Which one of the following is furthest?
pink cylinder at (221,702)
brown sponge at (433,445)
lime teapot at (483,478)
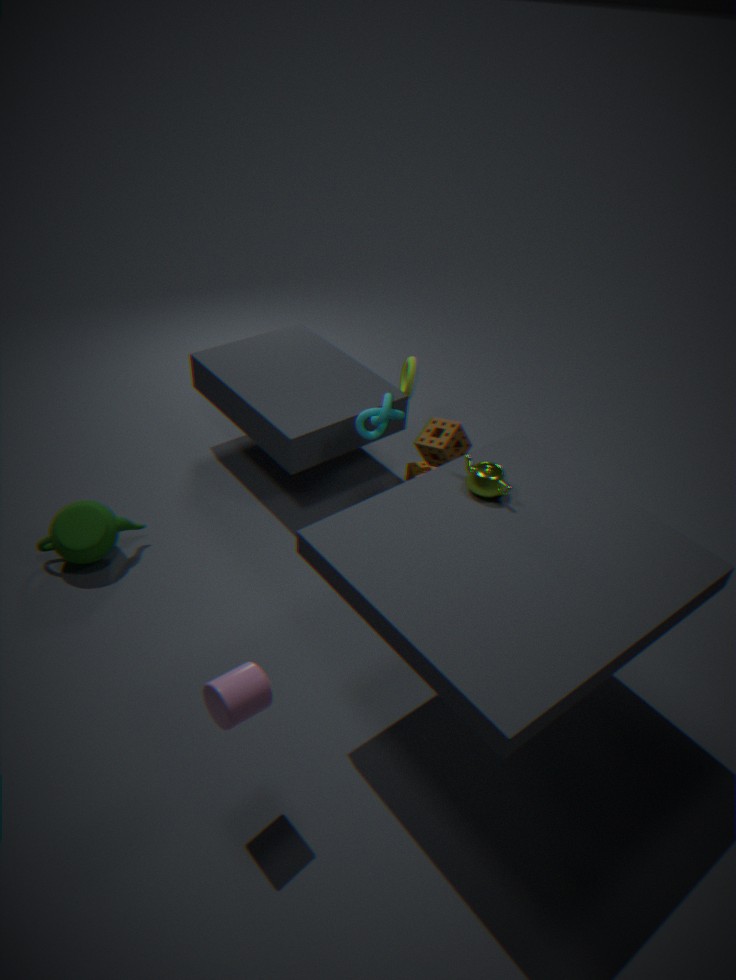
brown sponge at (433,445)
